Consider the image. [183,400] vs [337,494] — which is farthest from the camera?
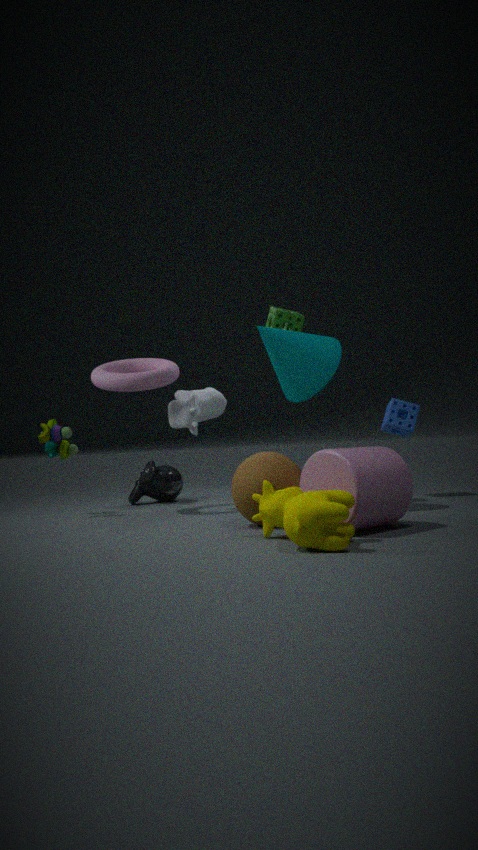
[183,400]
